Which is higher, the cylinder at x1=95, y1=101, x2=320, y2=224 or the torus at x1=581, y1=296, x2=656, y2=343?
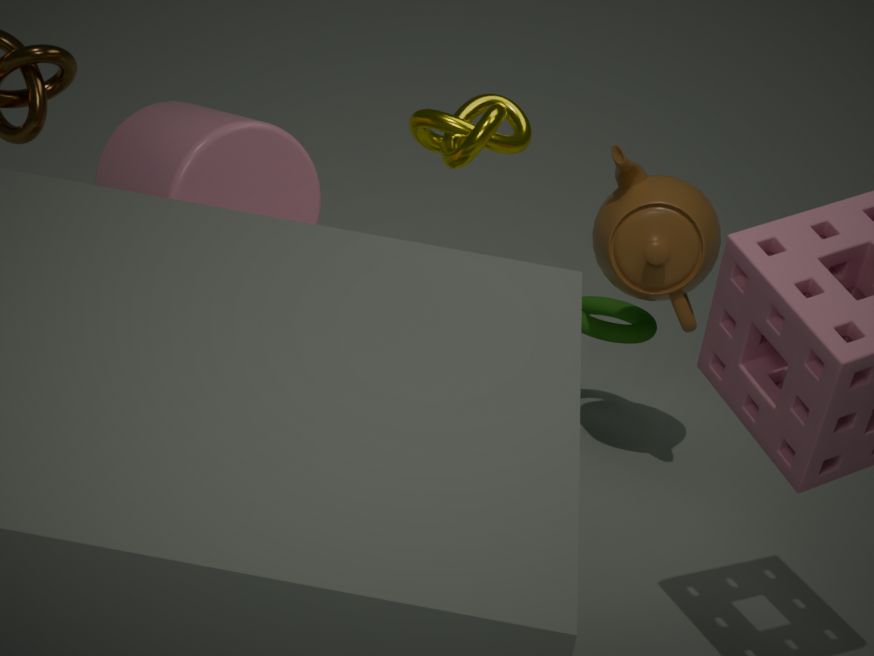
the cylinder at x1=95, y1=101, x2=320, y2=224
